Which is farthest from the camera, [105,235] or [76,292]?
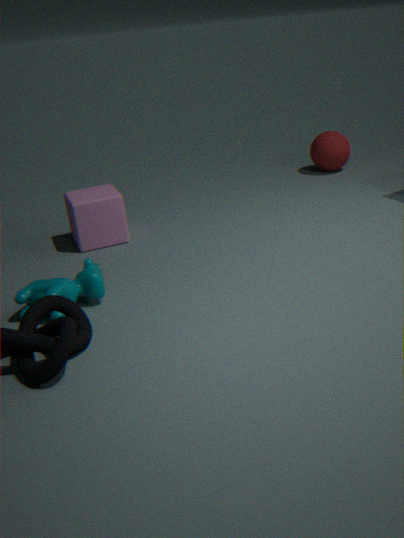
[105,235]
